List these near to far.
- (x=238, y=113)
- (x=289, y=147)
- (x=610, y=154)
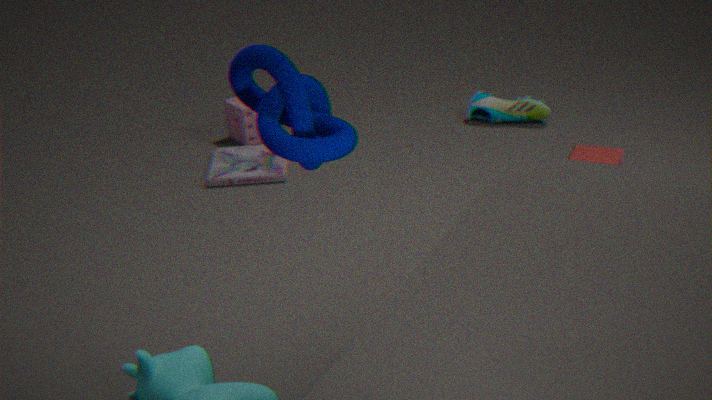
(x=289, y=147)
(x=610, y=154)
(x=238, y=113)
